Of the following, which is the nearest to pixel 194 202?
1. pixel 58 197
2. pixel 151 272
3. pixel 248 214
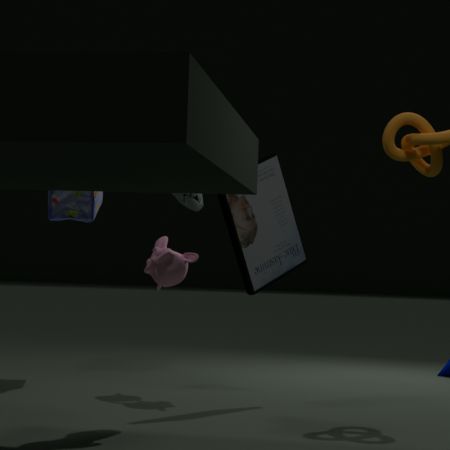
pixel 248 214
